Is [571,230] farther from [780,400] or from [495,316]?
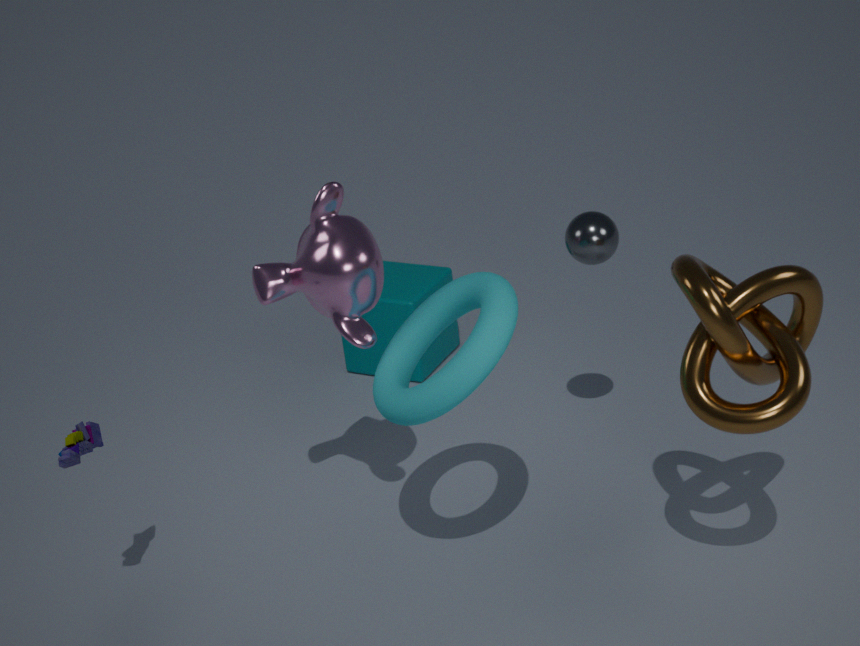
[780,400]
